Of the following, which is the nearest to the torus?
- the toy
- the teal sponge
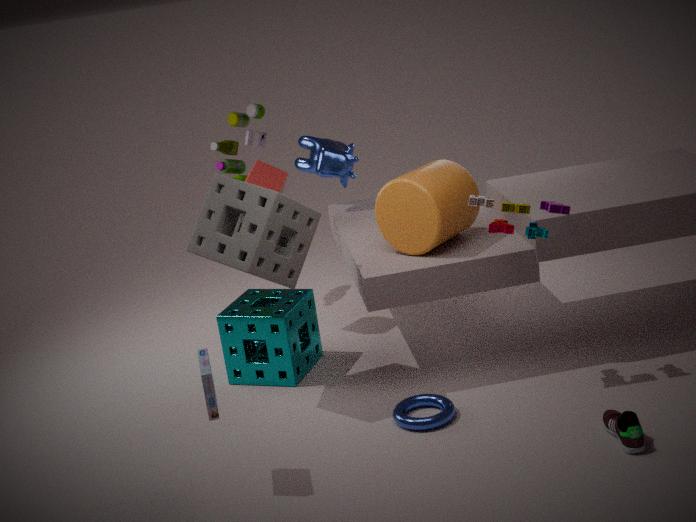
the teal sponge
